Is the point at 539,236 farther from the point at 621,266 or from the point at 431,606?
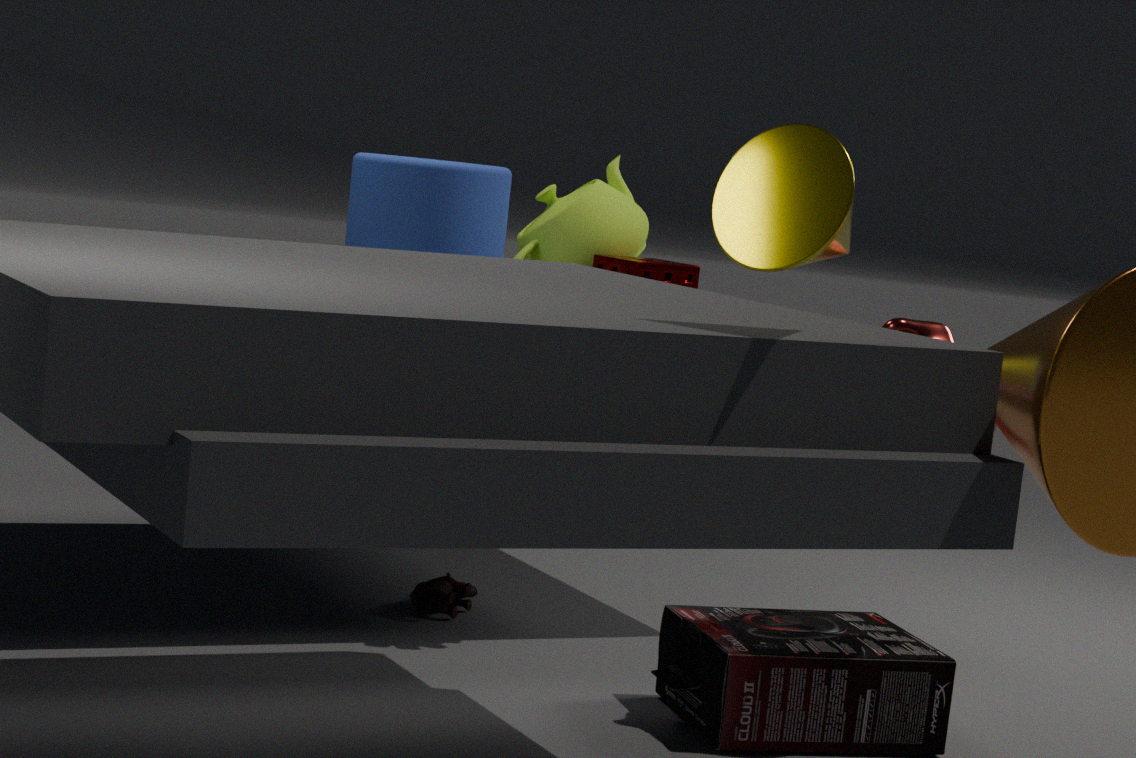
the point at 431,606
